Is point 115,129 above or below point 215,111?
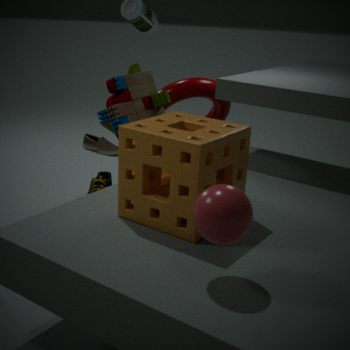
above
